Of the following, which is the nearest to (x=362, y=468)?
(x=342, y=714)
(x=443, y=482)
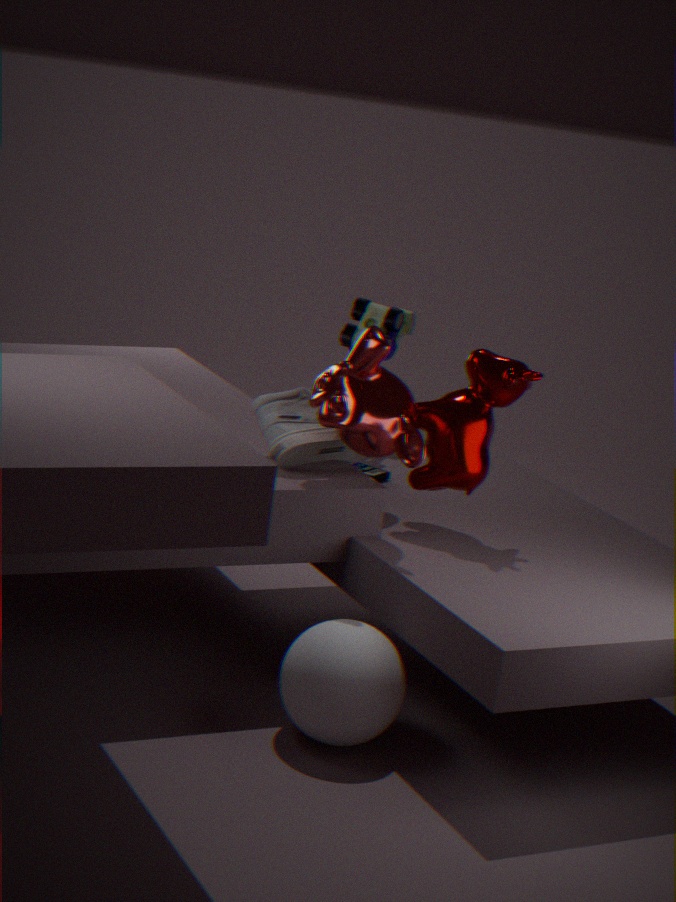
(x=443, y=482)
